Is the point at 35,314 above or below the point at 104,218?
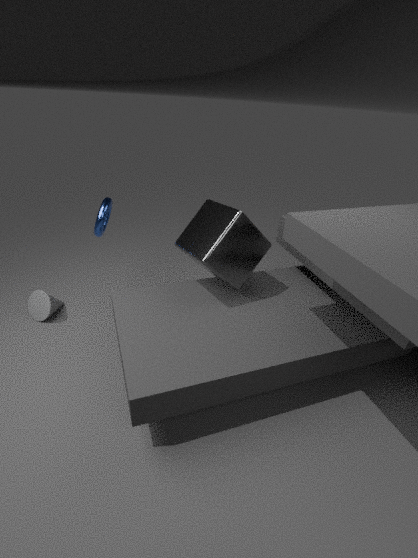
below
